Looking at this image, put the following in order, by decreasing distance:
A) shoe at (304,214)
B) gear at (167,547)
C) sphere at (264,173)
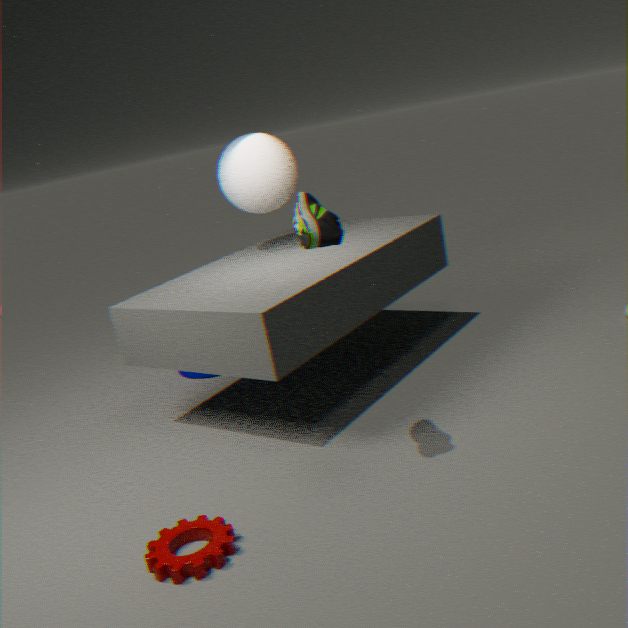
sphere at (264,173) < gear at (167,547) < shoe at (304,214)
